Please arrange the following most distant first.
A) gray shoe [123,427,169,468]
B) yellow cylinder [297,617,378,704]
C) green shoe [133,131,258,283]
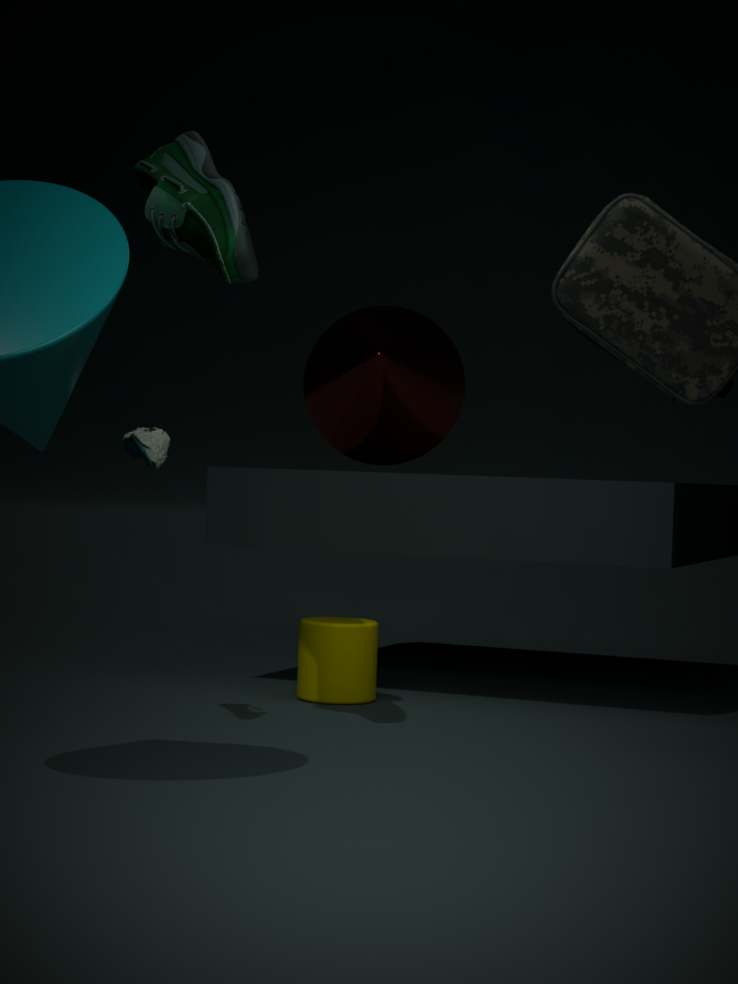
yellow cylinder [297,617,378,704] → gray shoe [123,427,169,468] → green shoe [133,131,258,283]
